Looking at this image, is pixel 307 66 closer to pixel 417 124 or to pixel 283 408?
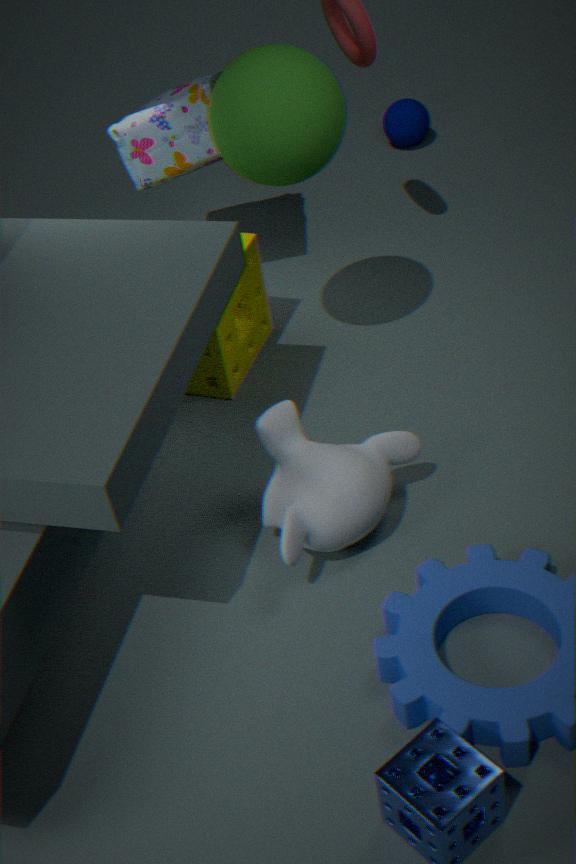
pixel 283 408
